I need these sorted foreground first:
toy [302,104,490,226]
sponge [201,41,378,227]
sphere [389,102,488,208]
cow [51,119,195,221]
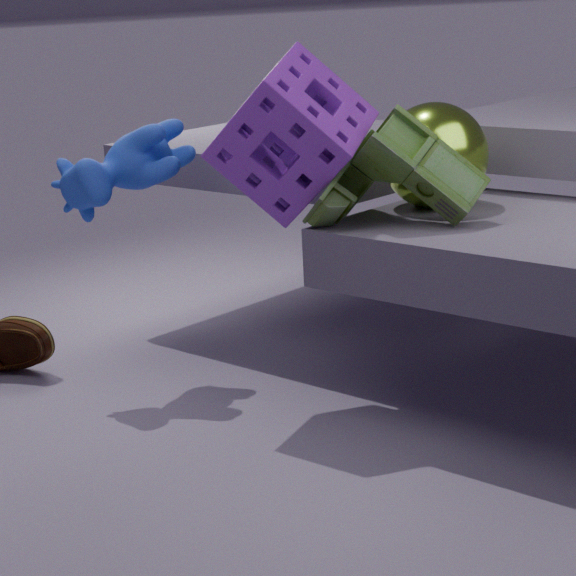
sponge [201,41,378,227]
toy [302,104,490,226]
sphere [389,102,488,208]
cow [51,119,195,221]
